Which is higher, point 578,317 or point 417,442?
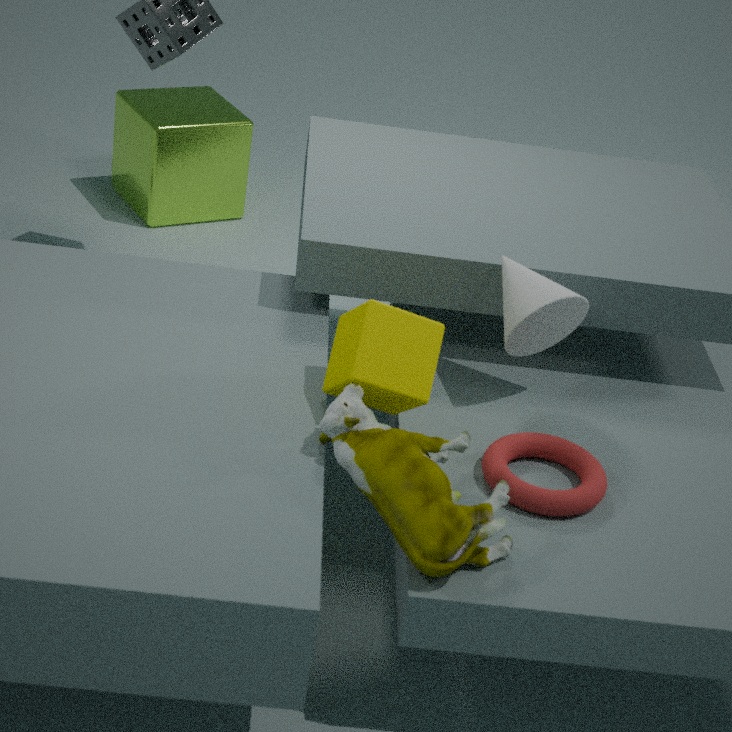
point 578,317
